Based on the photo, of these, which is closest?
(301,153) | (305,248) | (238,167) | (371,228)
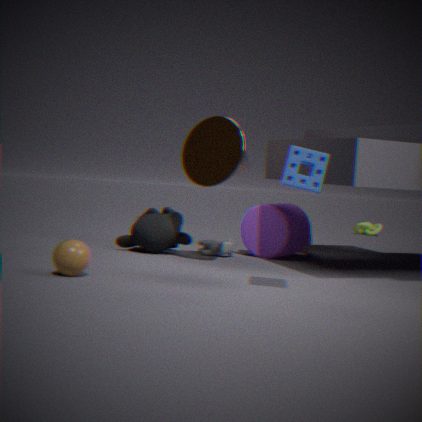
(301,153)
